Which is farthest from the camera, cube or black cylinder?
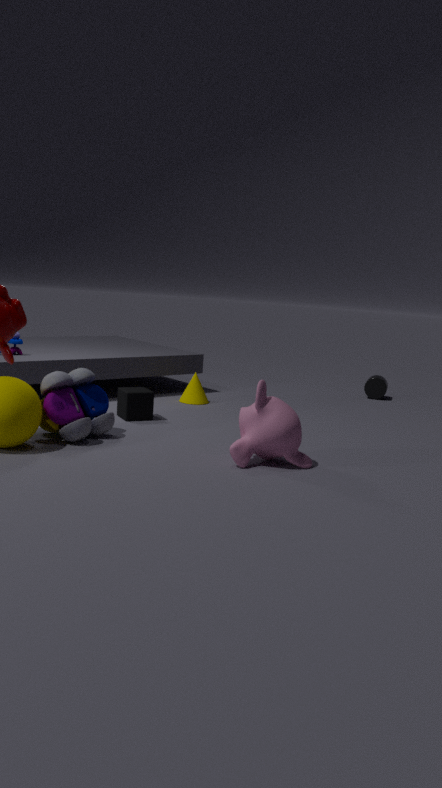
black cylinder
